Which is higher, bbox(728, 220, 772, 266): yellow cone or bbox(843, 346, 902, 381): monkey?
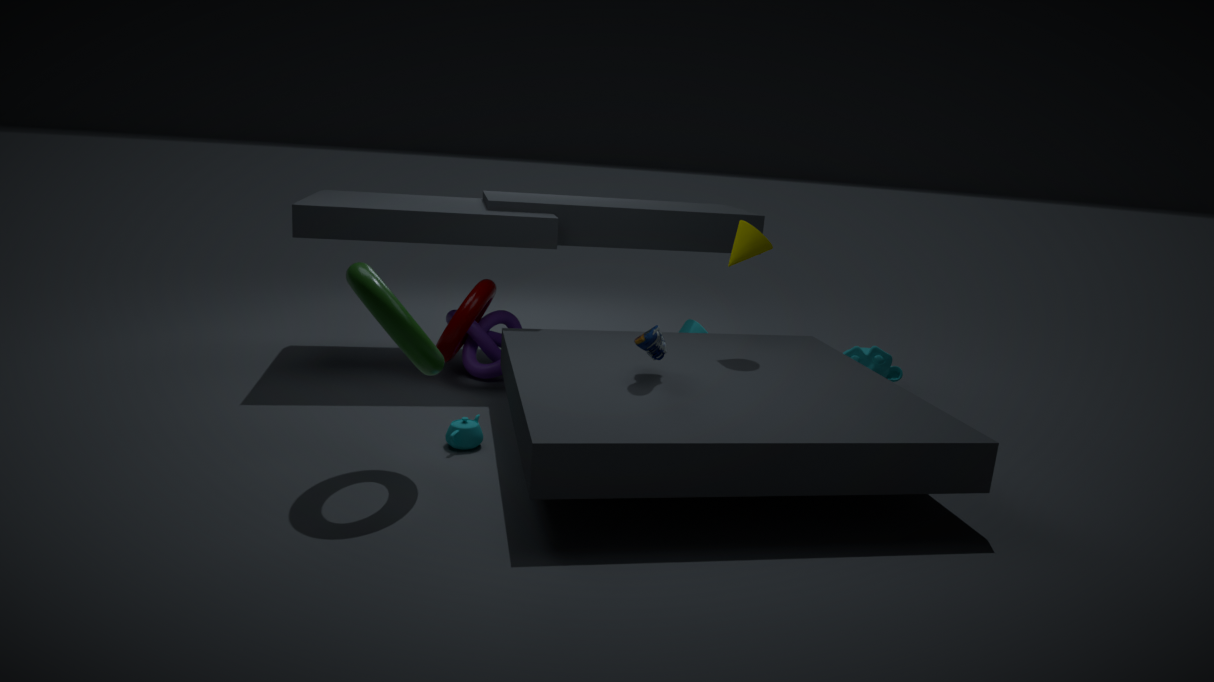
bbox(728, 220, 772, 266): yellow cone
